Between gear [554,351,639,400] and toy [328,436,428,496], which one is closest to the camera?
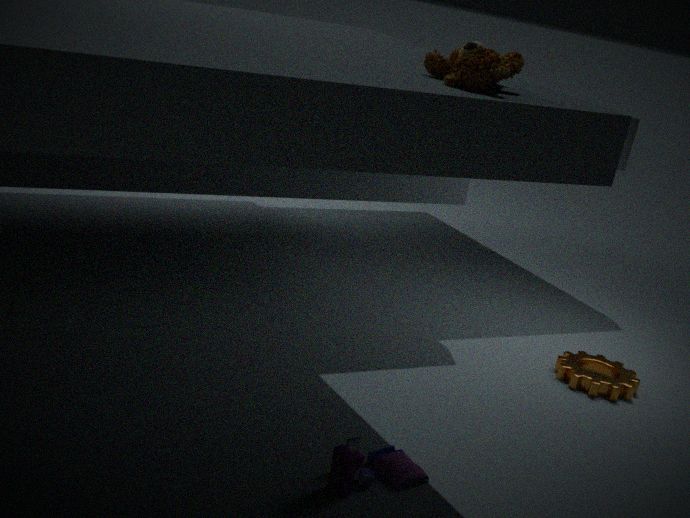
toy [328,436,428,496]
